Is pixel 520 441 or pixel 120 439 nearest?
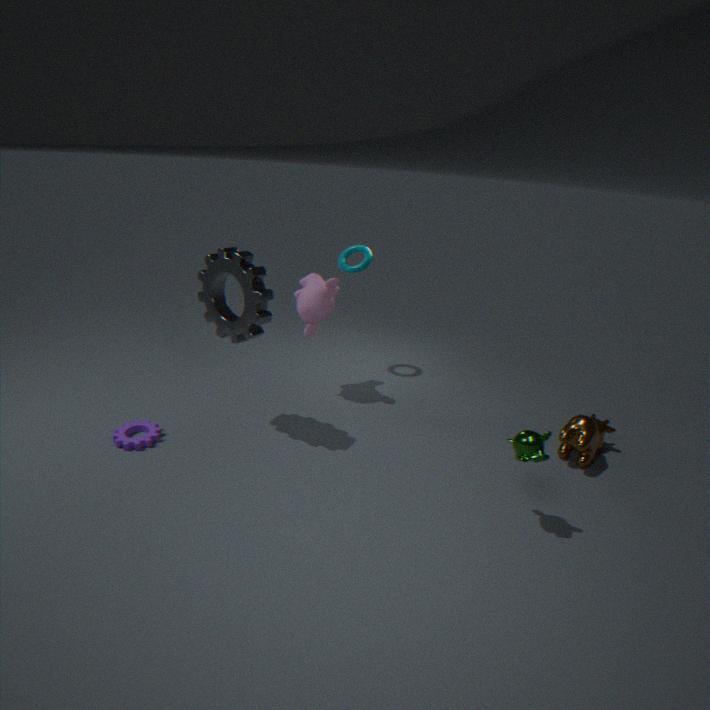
pixel 520 441
